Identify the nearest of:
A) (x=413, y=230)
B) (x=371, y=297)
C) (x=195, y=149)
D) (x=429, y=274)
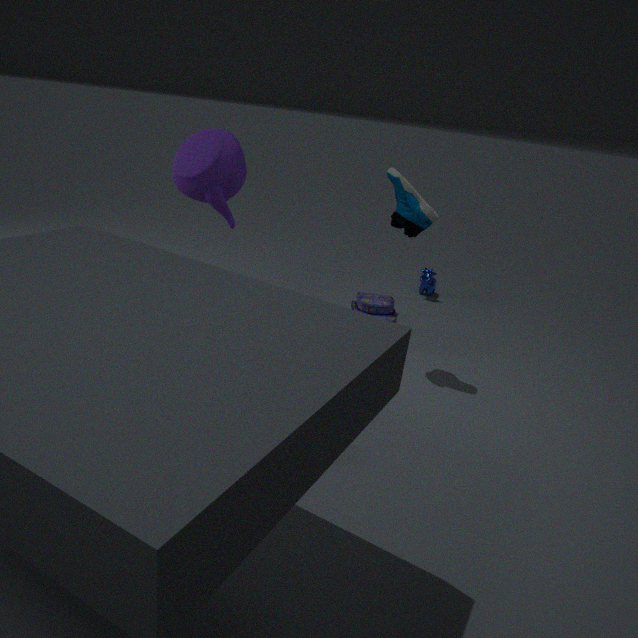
(x=195, y=149)
